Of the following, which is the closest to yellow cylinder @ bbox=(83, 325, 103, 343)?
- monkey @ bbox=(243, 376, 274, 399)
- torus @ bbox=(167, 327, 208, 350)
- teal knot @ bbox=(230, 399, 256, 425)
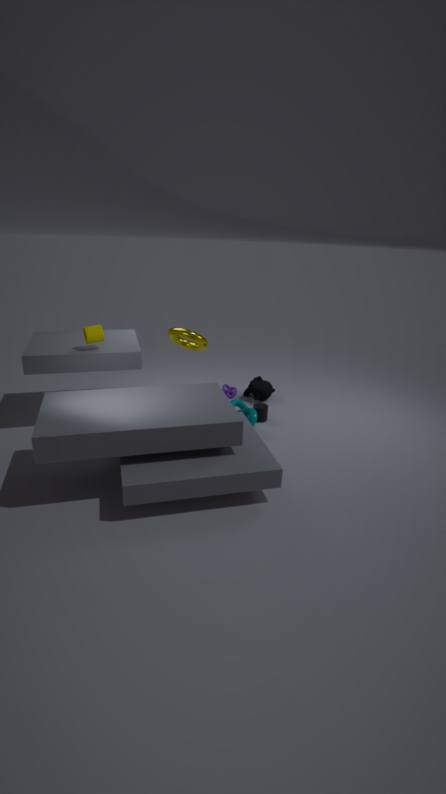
torus @ bbox=(167, 327, 208, 350)
